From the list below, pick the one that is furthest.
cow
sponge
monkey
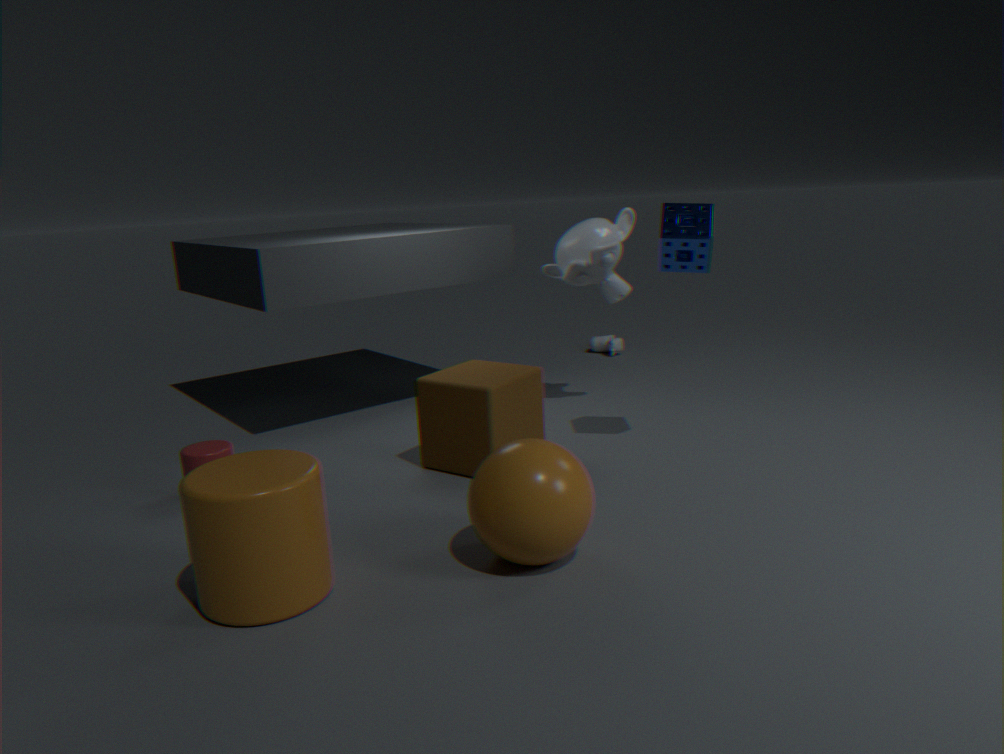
cow
